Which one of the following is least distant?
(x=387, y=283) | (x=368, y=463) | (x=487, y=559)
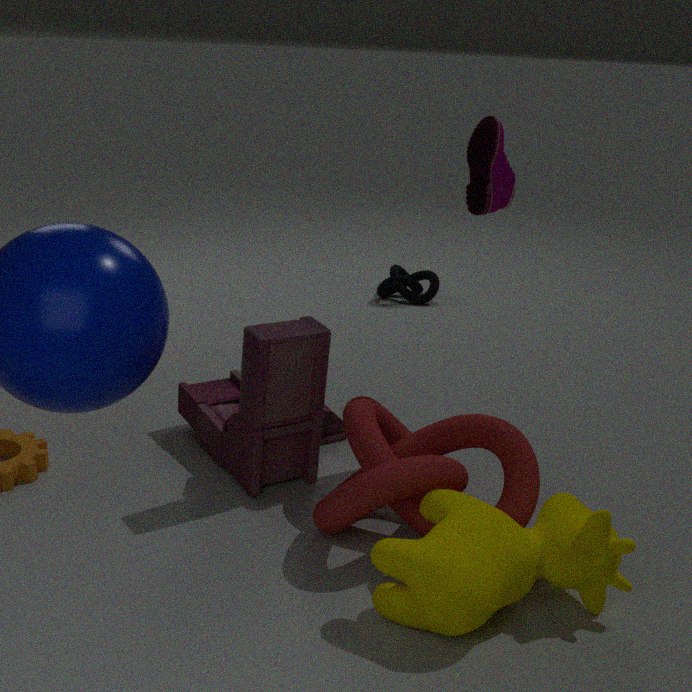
(x=487, y=559)
